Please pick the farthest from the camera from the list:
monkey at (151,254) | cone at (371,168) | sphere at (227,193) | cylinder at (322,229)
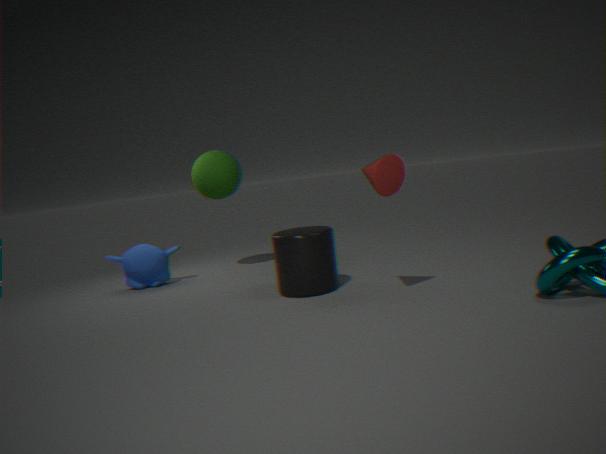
sphere at (227,193)
